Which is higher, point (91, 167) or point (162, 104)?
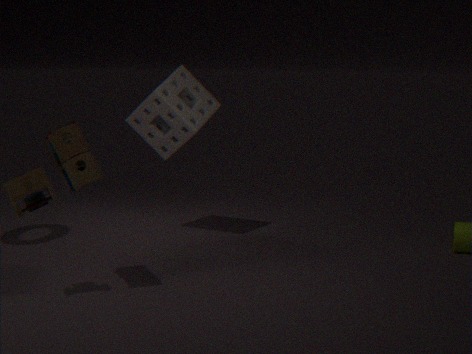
point (162, 104)
